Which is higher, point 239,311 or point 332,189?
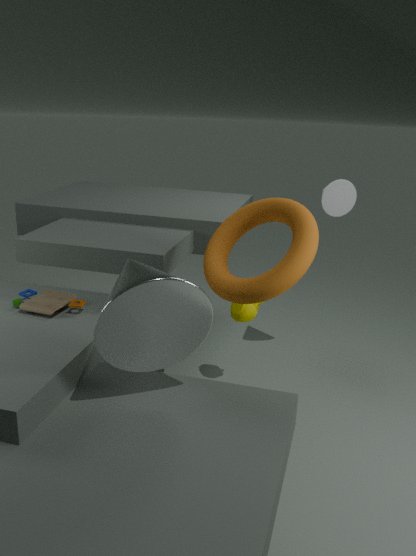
point 332,189
